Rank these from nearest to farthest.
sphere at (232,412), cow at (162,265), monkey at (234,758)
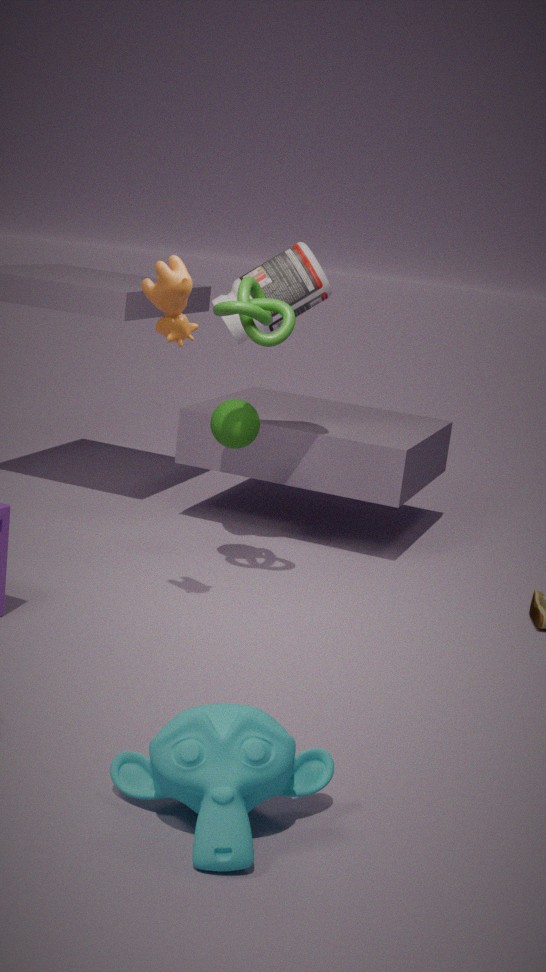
monkey at (234,758) → cow at (162,265) → sphere at (232,412)
